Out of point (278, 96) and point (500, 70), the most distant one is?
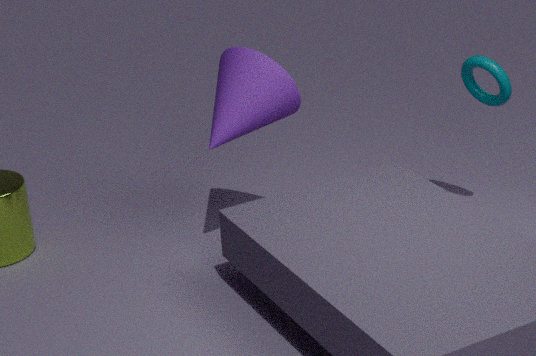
point (500, 70)
